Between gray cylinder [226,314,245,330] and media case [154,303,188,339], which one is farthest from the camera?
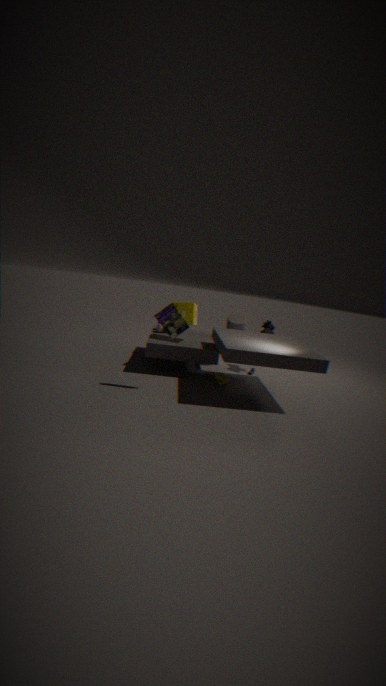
gray cylinder [226,314,245,330]
